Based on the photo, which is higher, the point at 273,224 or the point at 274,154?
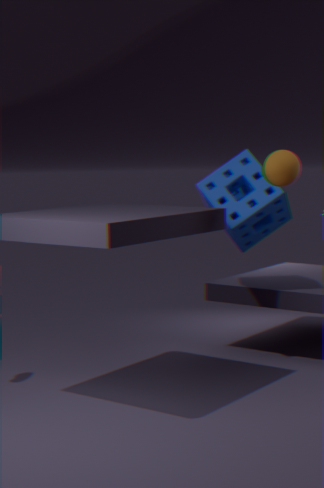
the point at 274,154
